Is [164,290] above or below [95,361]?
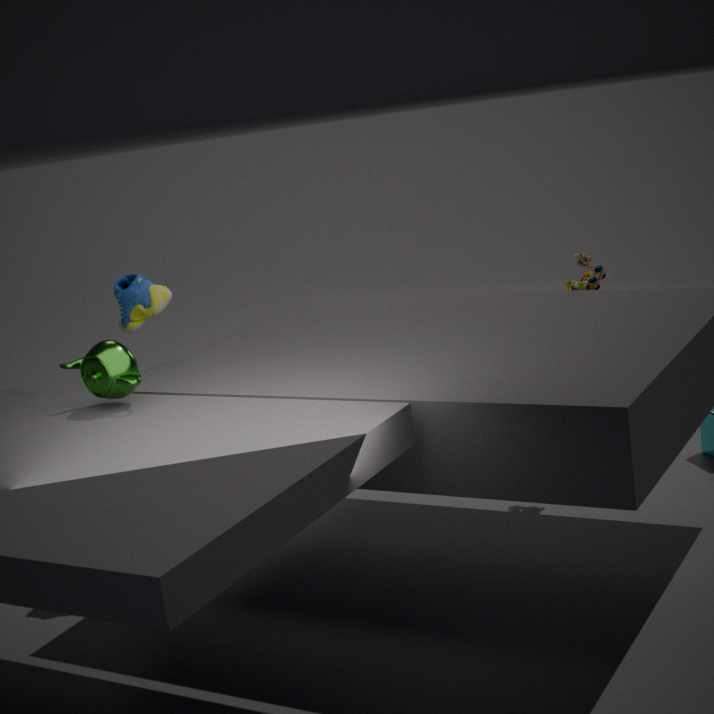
above
